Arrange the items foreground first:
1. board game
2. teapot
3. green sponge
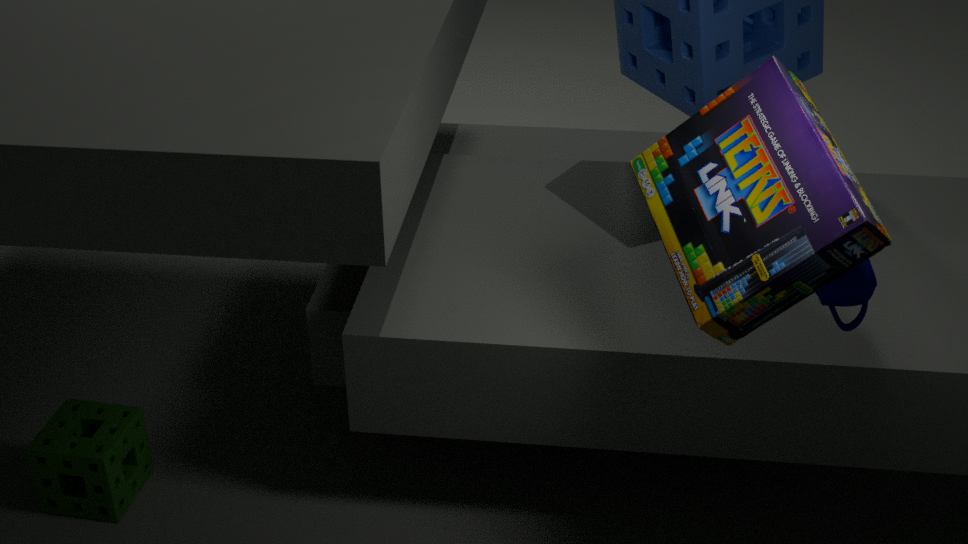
1. board game
2. teapot
3. green sponge
